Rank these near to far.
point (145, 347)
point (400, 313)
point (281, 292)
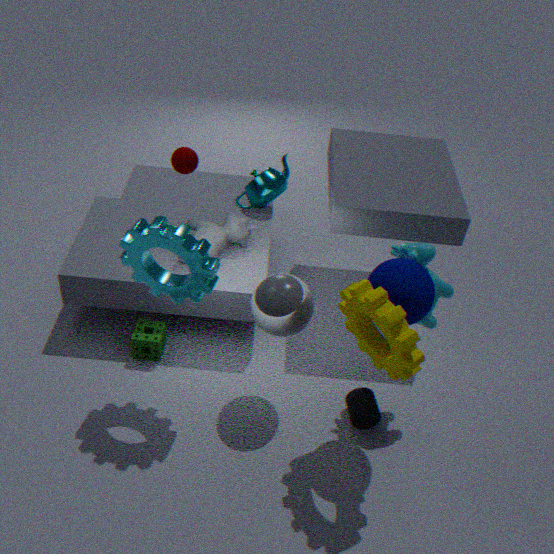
point (400, 313) → point (281, 292) → point (145, 347)
